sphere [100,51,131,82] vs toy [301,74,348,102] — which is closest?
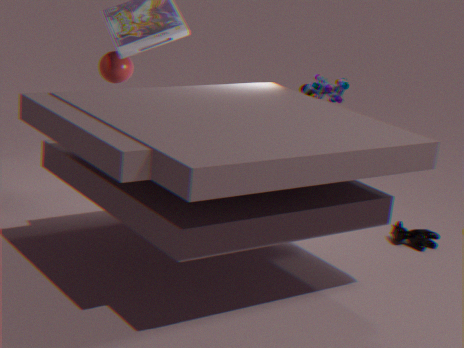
toy [301,74,348,102]
